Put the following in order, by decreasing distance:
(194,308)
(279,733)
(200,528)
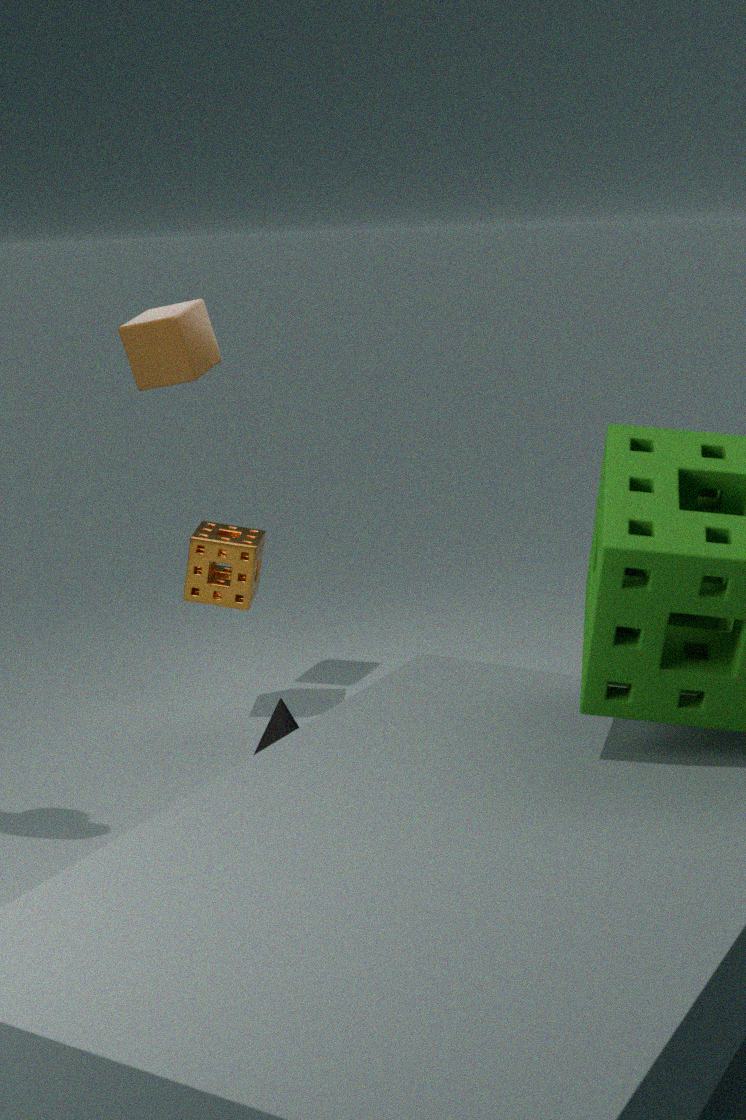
(200,528) < (194,308) < (279,733)
